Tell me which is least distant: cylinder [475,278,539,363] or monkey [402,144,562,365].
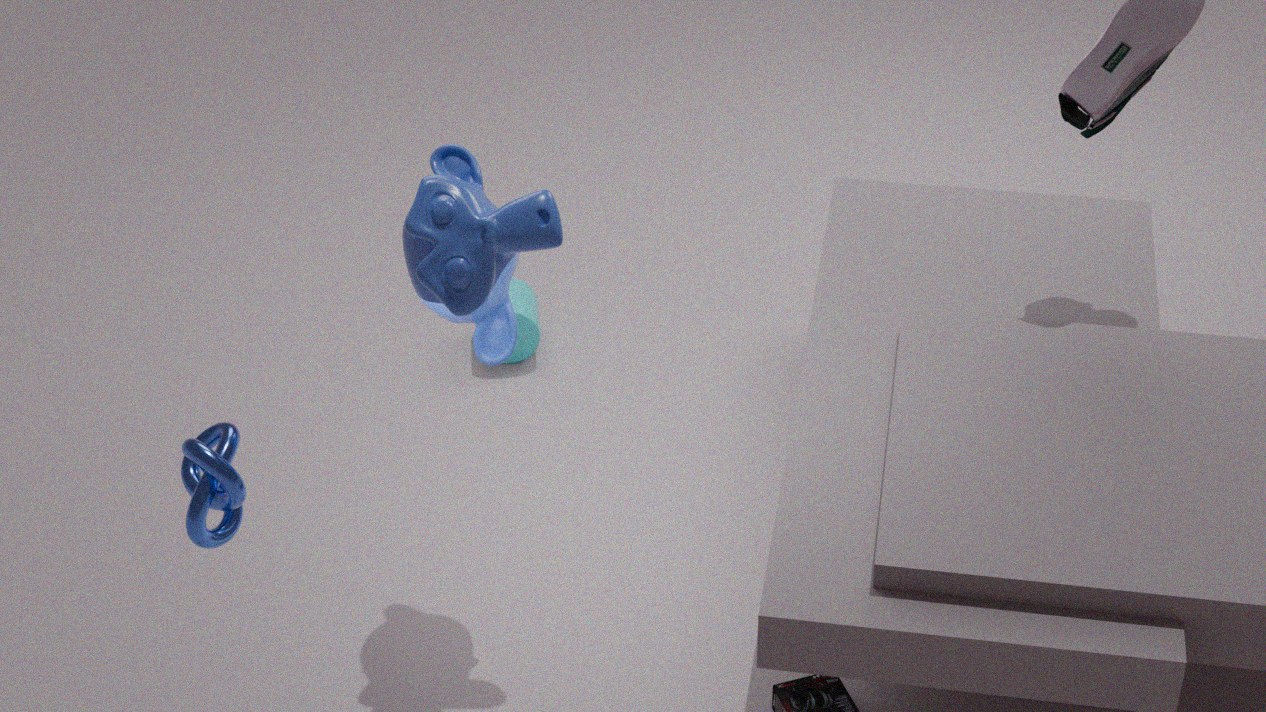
monkey [402,144,562,365]
